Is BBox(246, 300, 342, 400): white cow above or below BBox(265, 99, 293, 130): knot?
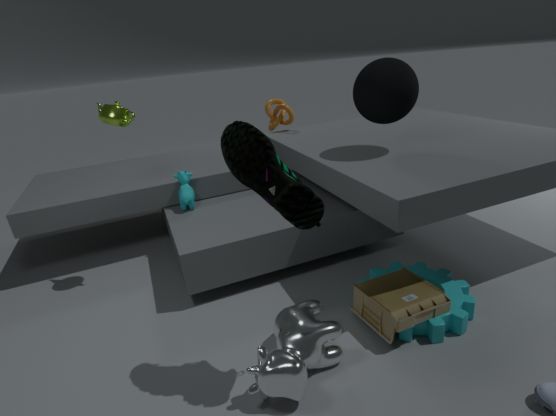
below
